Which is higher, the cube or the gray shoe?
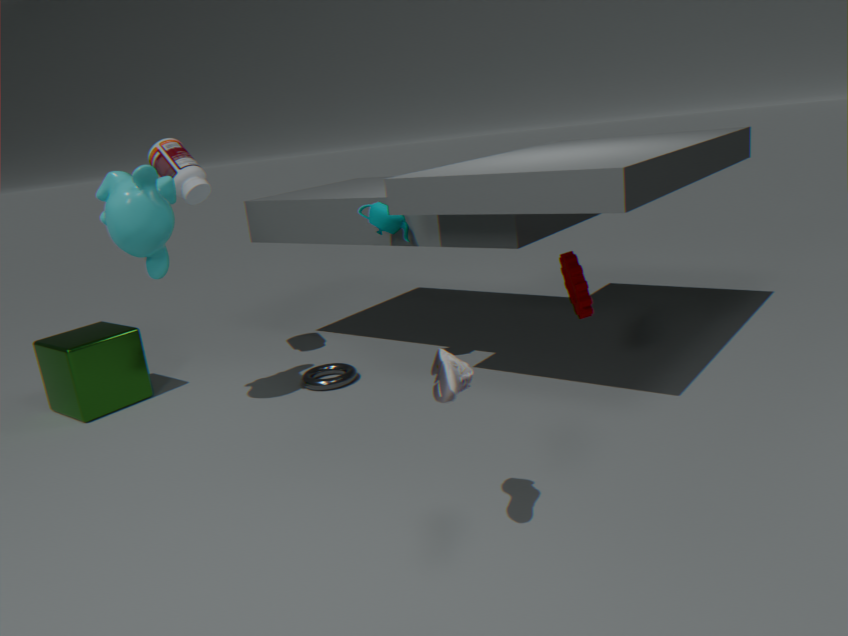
the gray shoe
